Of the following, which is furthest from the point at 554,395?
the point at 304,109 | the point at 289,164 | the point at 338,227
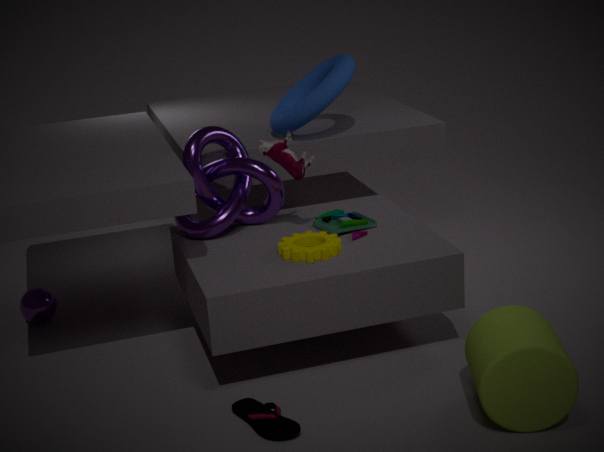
the point at 304,109
